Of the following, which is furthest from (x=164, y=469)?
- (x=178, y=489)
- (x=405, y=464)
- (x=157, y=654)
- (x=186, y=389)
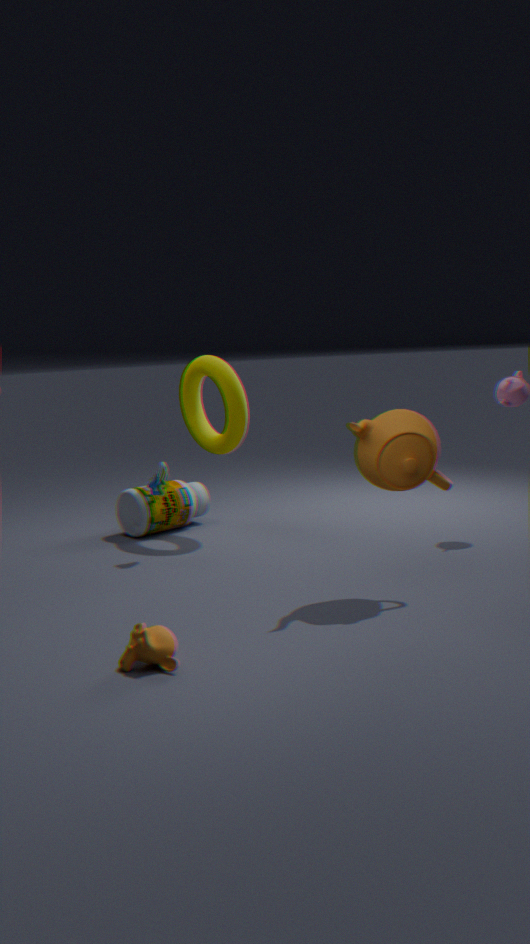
(x=157, y=654)
